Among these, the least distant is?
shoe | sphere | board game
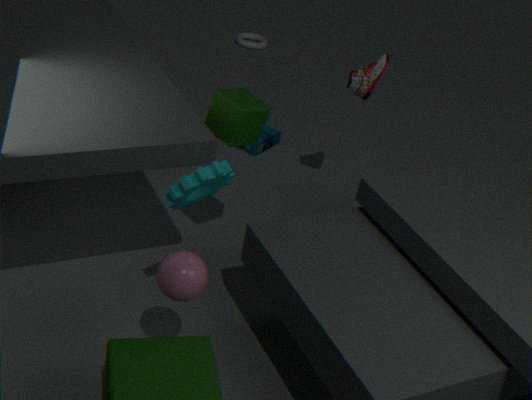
sphere
